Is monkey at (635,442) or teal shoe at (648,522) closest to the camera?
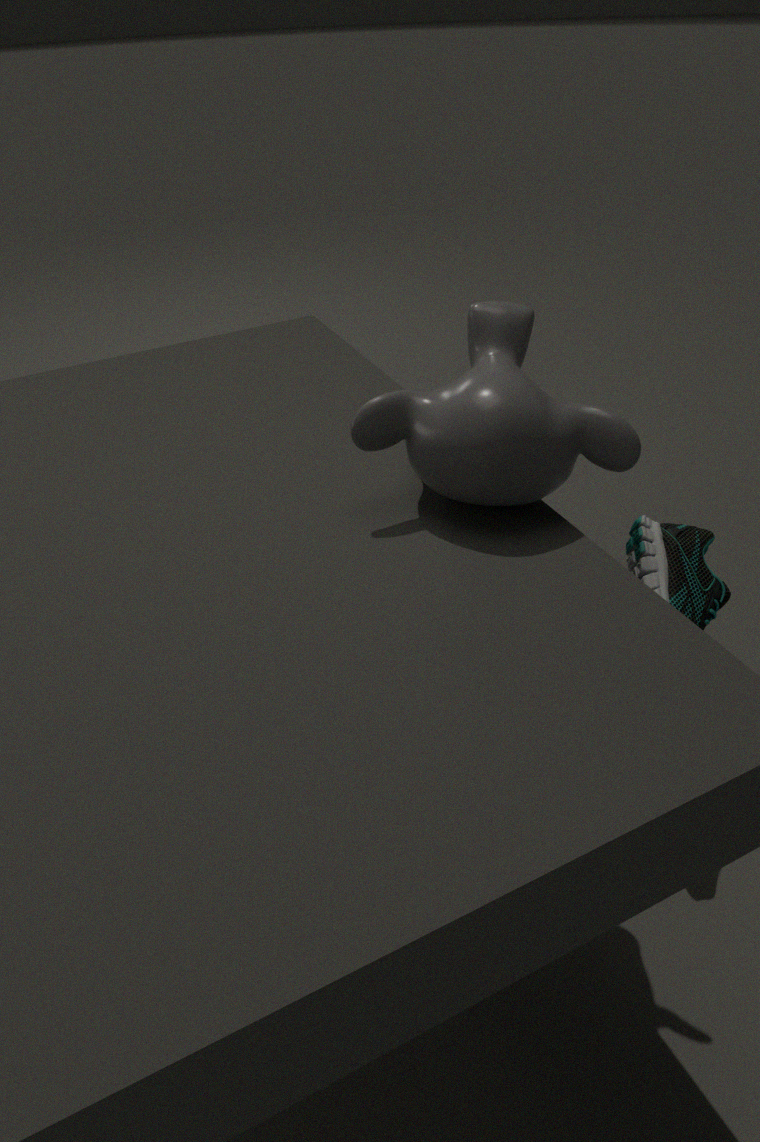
monkey at (635,442)
